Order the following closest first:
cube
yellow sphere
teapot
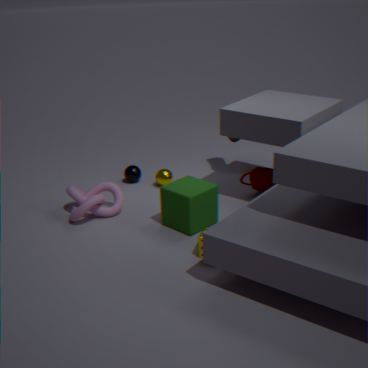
cube < teapot < yellow sphere
